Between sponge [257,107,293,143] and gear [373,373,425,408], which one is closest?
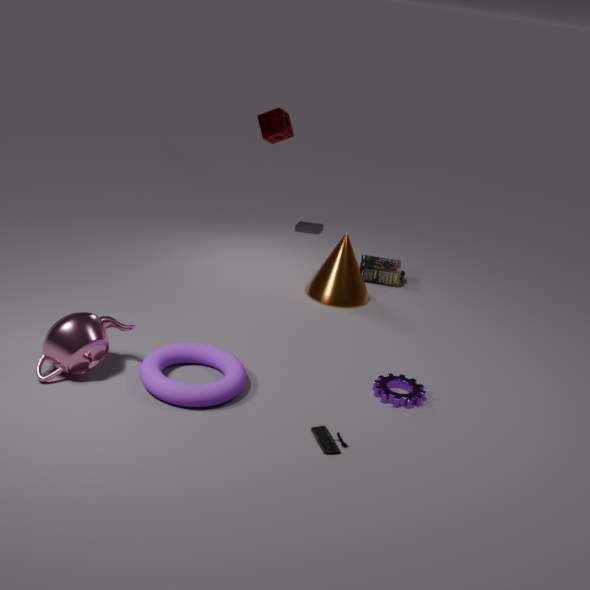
gear [373,373,425,408]
